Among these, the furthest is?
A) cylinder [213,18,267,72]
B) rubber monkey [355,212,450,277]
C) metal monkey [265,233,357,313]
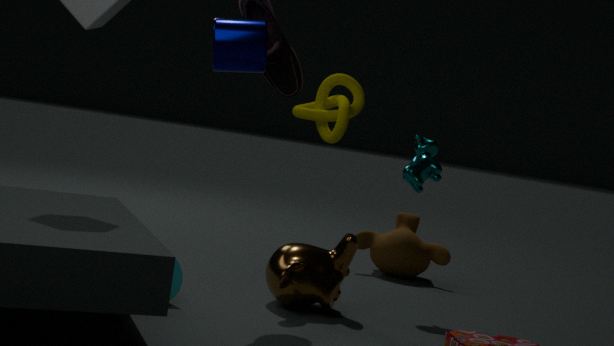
rubber monkey [355,212,450,277]
